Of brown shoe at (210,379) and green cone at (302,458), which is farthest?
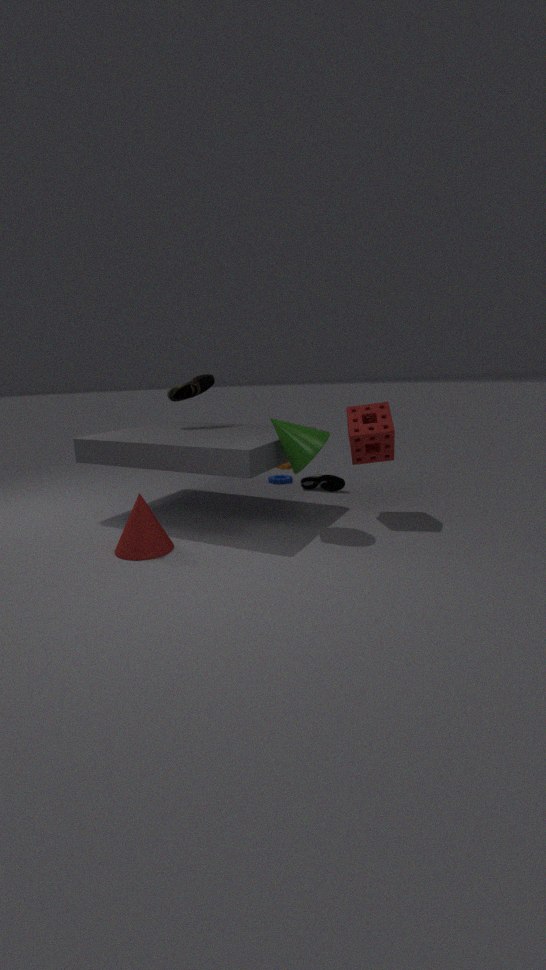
brown shoe at (210,379)
